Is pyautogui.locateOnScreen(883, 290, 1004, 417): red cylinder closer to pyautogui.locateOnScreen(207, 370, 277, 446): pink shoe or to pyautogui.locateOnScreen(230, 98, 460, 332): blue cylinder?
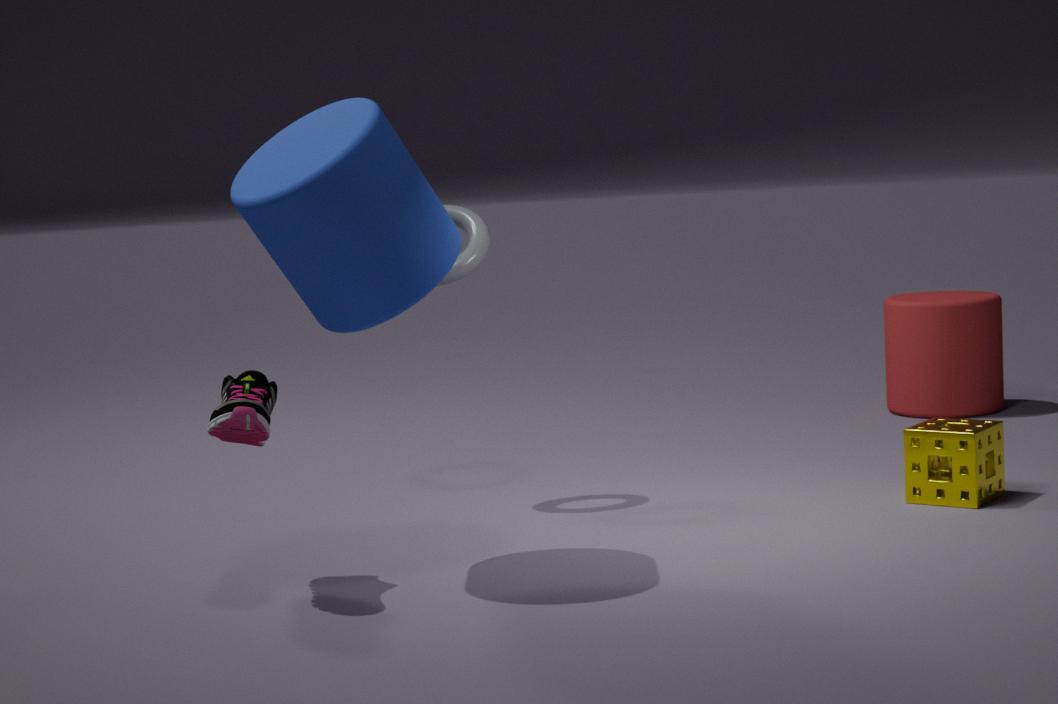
pyautogui.locateOnScreen(230, 98, 460, 332): blue cylinder
